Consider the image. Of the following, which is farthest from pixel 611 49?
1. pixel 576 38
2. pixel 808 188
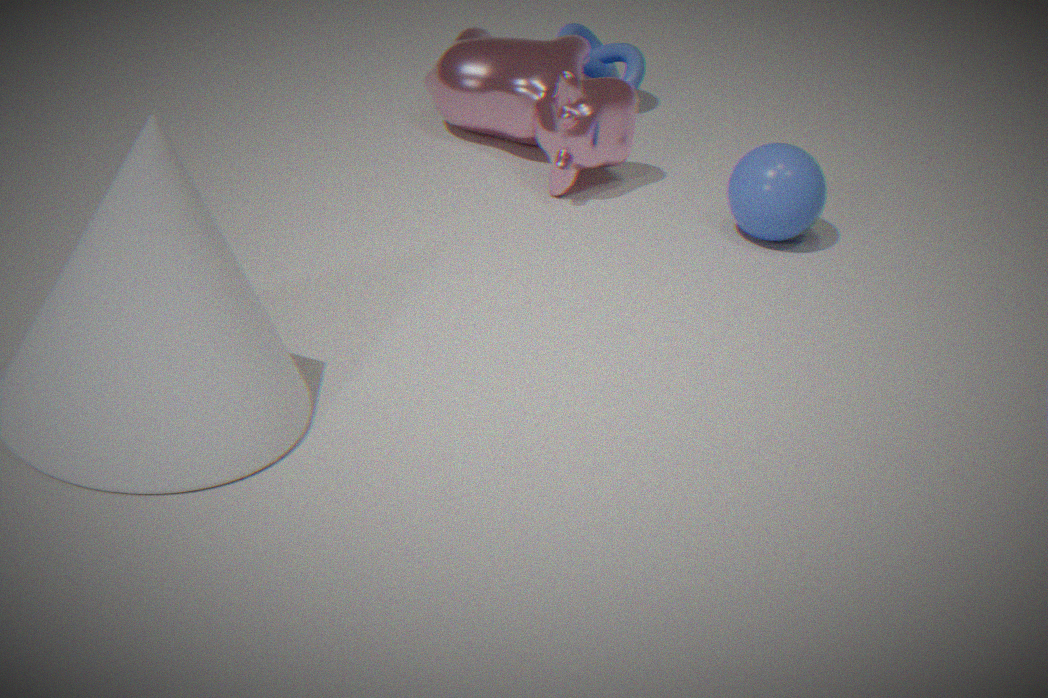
pixel 808 188
